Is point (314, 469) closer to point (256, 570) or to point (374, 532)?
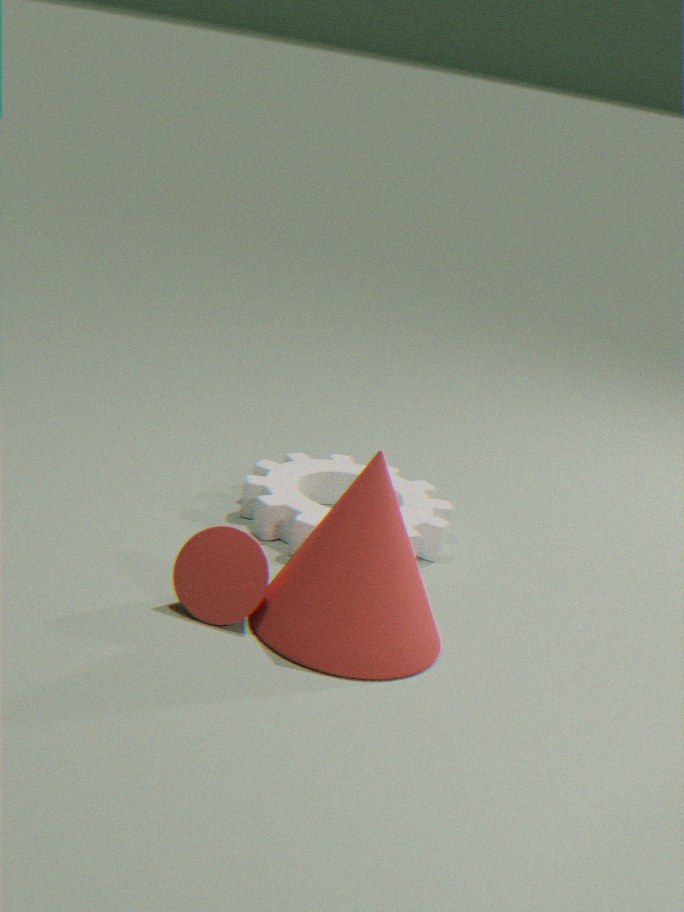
point (374, 532)
